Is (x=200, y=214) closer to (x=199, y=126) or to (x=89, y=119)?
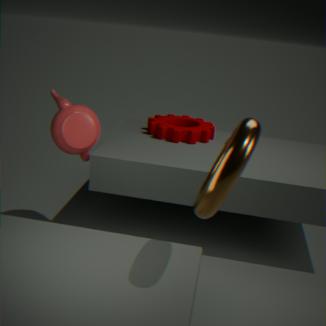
(x=89, y=119)
